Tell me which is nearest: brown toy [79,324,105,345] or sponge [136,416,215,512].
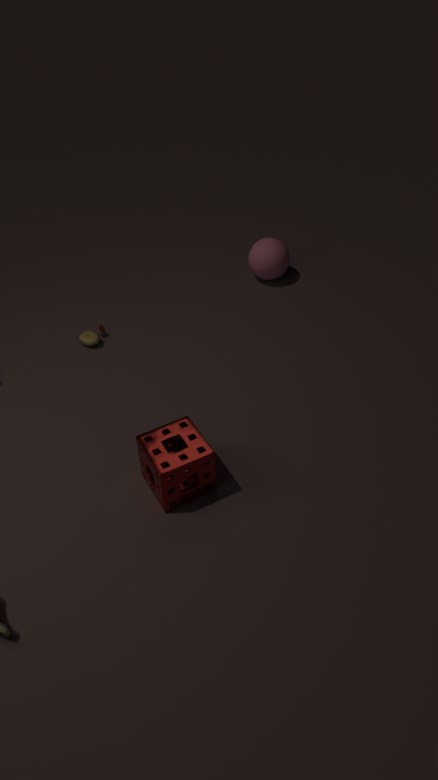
sponge [136,416,215,512]
